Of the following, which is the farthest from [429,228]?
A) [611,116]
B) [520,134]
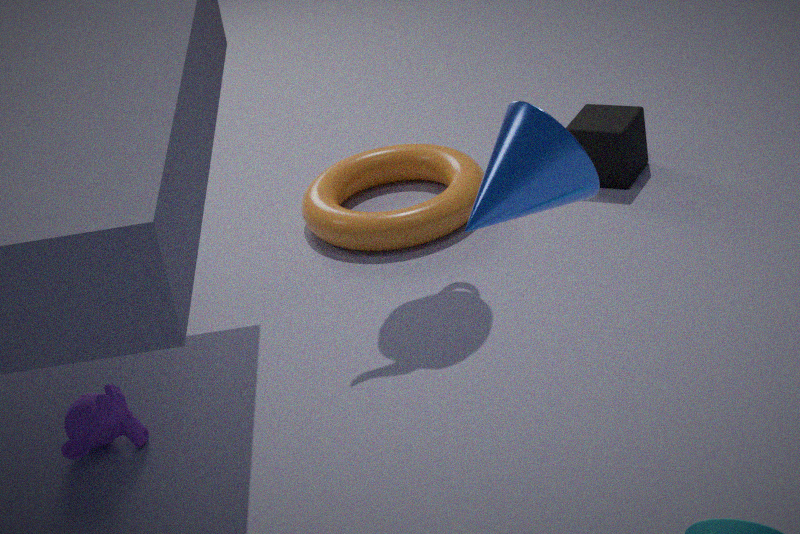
[520,134]
